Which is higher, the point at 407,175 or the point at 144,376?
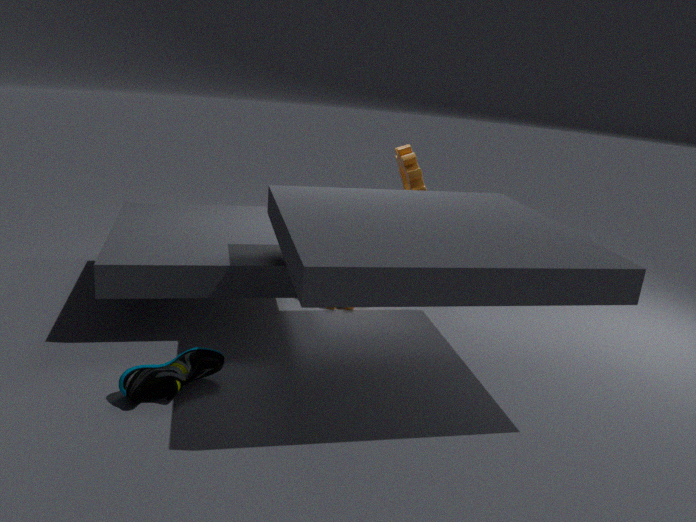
the point at 407,175
